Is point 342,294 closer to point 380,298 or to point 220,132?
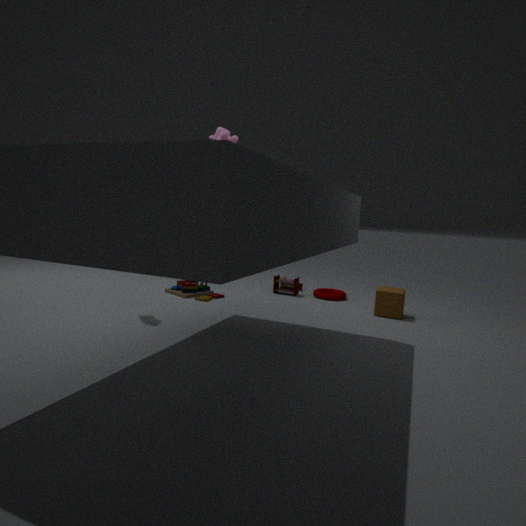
point 380,298
